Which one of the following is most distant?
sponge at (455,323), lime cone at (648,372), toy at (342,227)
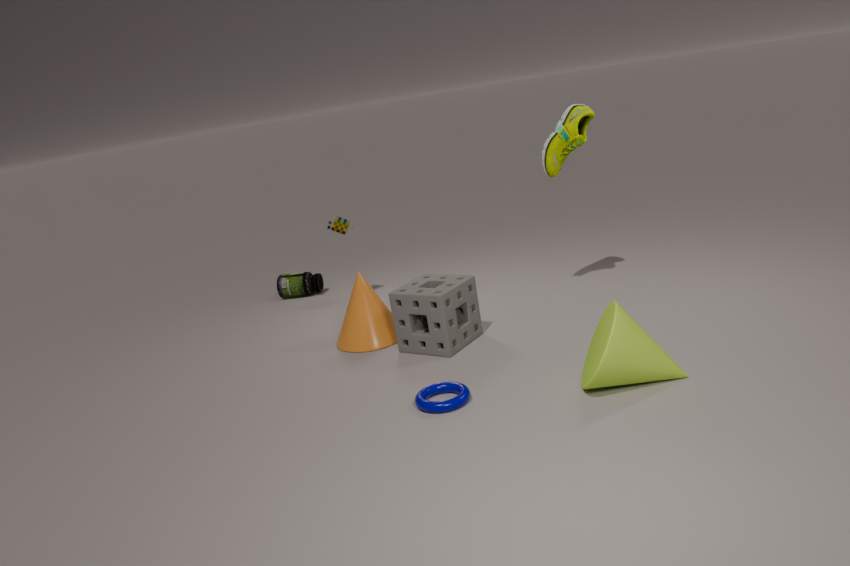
toy at (342,227)
